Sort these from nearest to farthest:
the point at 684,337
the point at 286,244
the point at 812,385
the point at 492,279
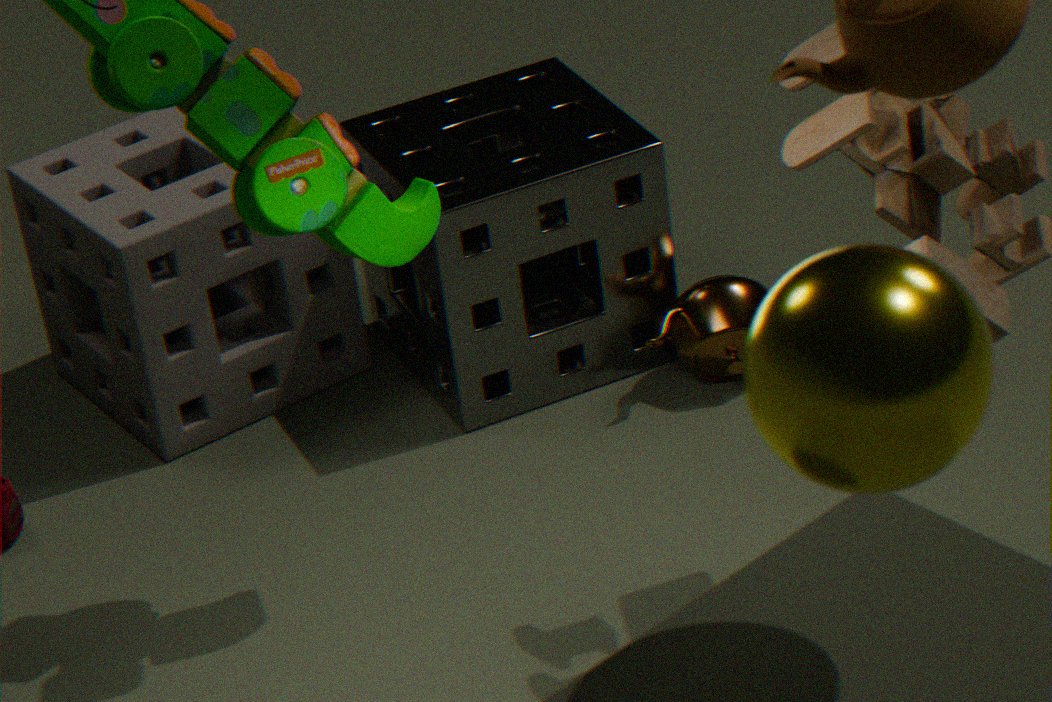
the point at 812,385
the point at 492,279
the point at 684,337
the point at 286,244
